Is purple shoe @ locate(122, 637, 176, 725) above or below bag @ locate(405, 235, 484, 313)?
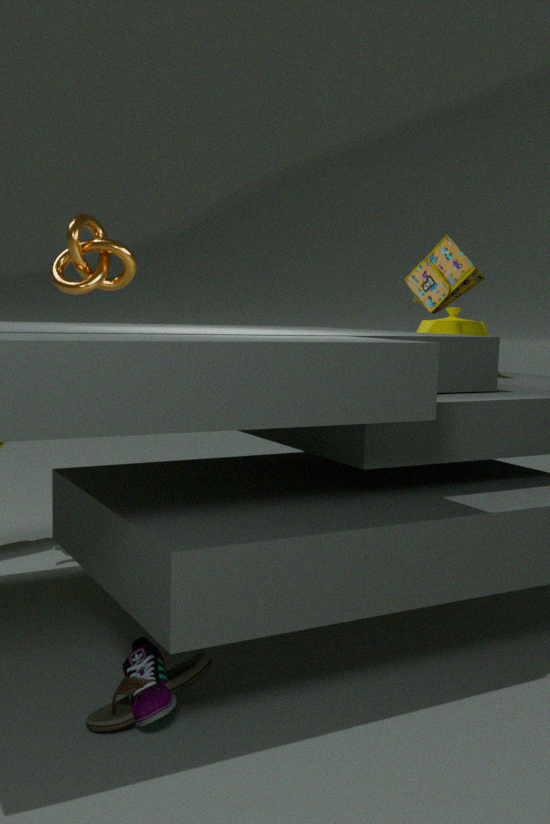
below
